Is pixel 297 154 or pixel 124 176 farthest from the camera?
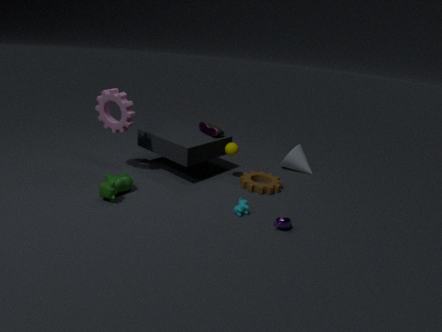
pixel 297 154
